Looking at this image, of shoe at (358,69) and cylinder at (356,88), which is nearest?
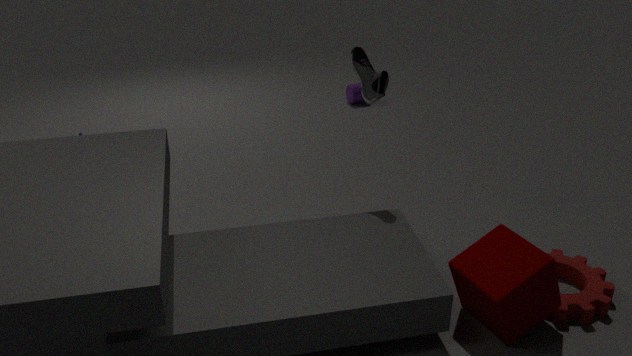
shoe at (358,69)
